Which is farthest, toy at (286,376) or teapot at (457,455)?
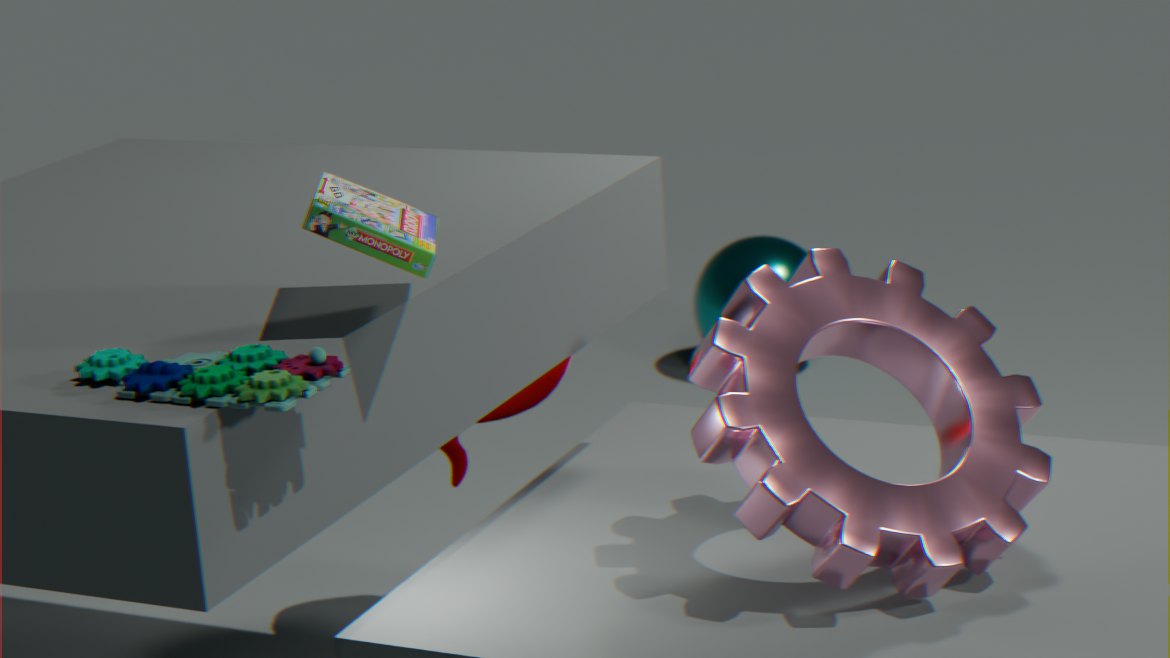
teapot at (457,455)
